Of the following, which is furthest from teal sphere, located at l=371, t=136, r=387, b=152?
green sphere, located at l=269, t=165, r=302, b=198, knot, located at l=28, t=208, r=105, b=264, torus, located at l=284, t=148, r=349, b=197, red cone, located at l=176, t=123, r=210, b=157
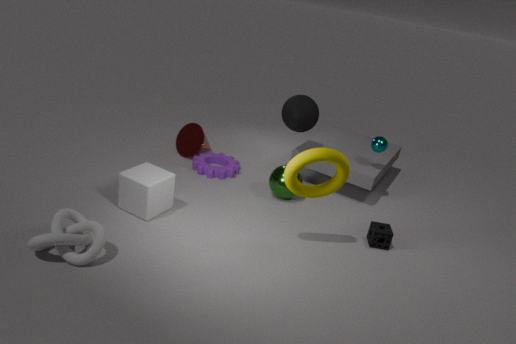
knot, located at l=28, t=208, r=105, b=264
